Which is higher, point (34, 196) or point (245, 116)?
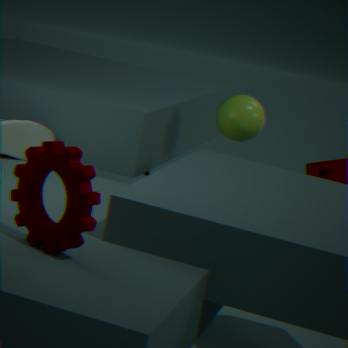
point (245, 116)
